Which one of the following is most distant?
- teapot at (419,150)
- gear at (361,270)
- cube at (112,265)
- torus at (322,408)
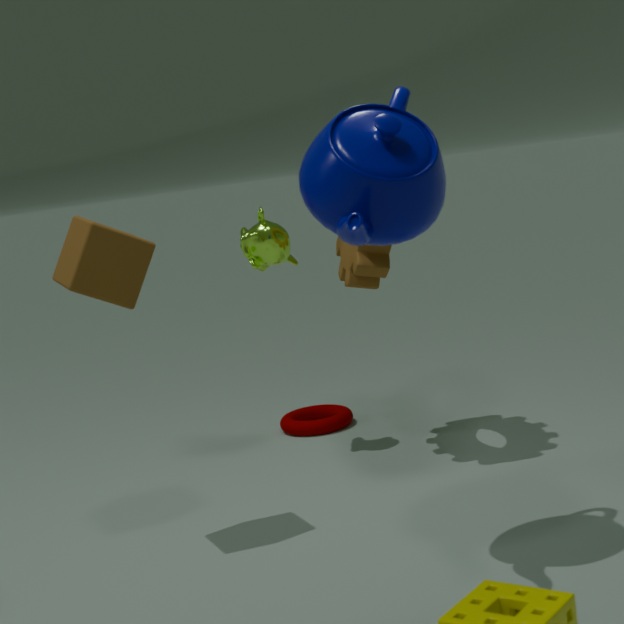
torus at (322,408)
